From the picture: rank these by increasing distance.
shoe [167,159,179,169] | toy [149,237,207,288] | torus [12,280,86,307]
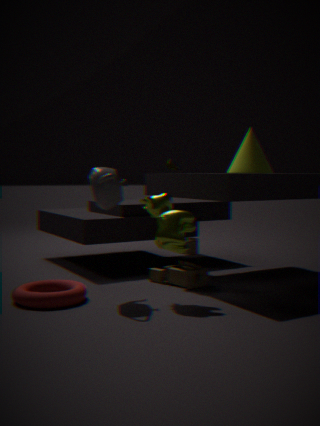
torus [12,280,86,307] → toy [149,237,207,288] → shoe [167,159,179,169]
